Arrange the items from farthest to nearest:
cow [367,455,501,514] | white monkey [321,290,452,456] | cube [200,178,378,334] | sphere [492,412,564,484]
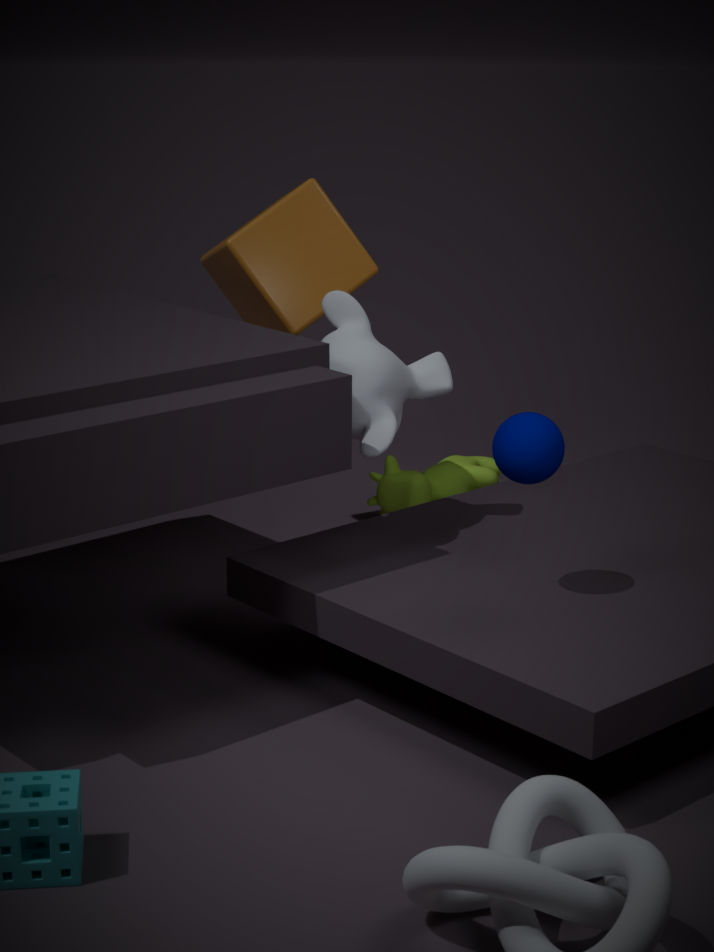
cow [367,455,501,514]
cube [200,178,378,334]
white monkey [321,290,452,456]
sphere [492,412,564,484]
